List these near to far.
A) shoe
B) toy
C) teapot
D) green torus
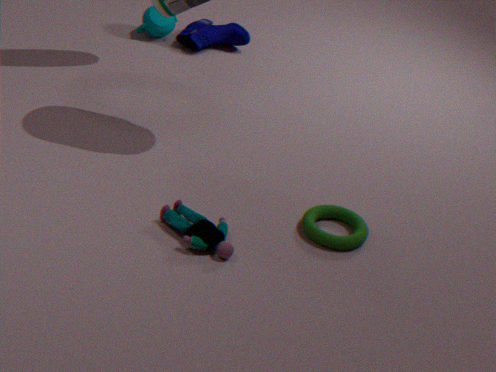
toy, green torus, teapot, shoe
